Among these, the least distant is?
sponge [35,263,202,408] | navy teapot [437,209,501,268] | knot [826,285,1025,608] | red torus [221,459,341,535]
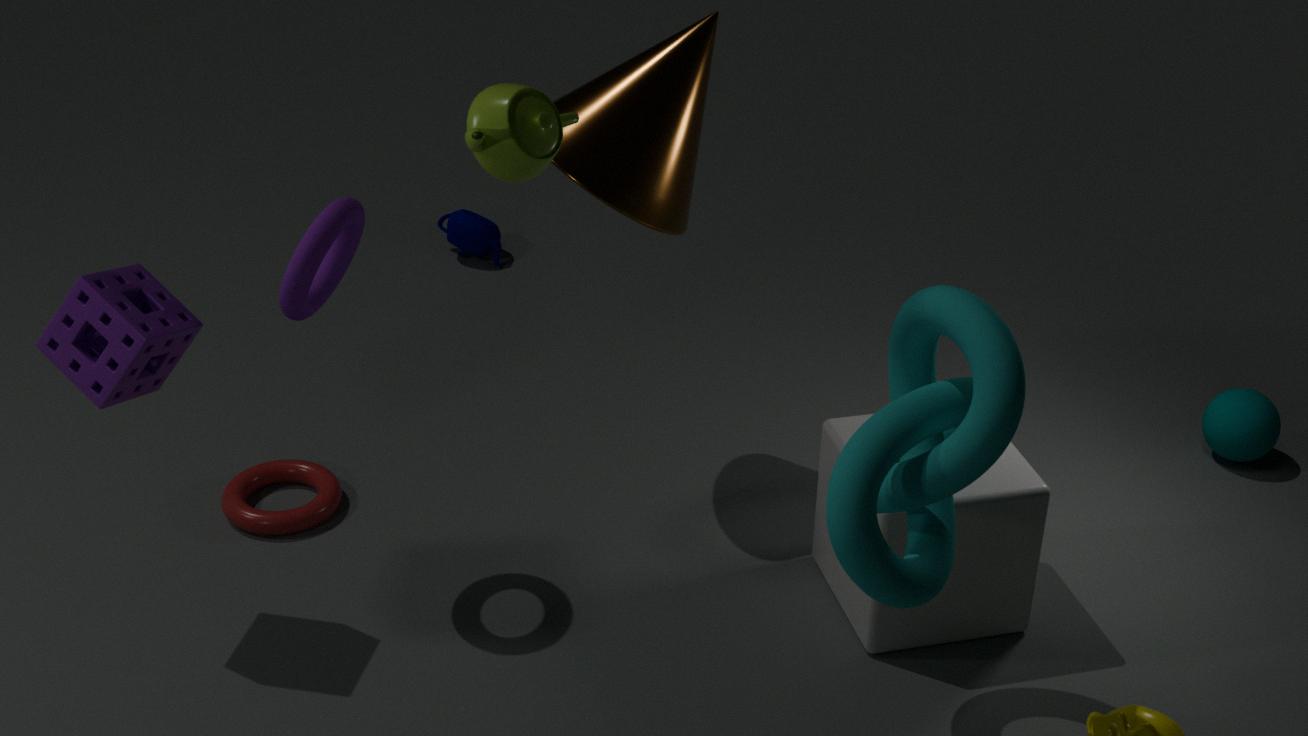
knot [826,285,1025,608]
